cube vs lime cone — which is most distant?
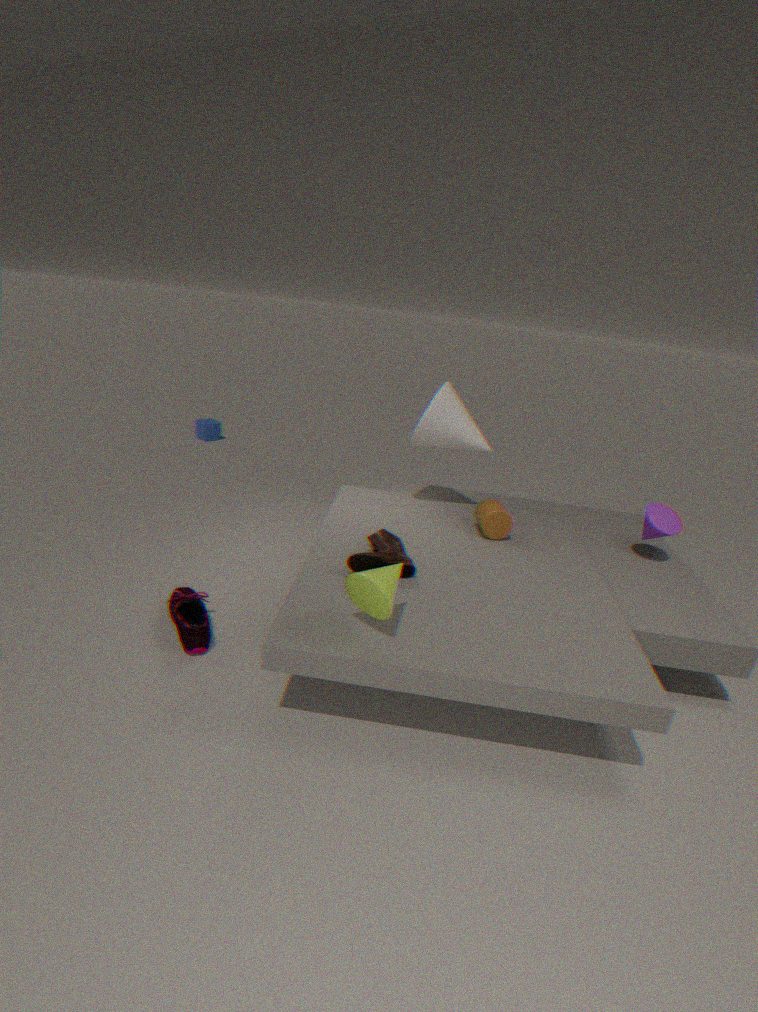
cube
